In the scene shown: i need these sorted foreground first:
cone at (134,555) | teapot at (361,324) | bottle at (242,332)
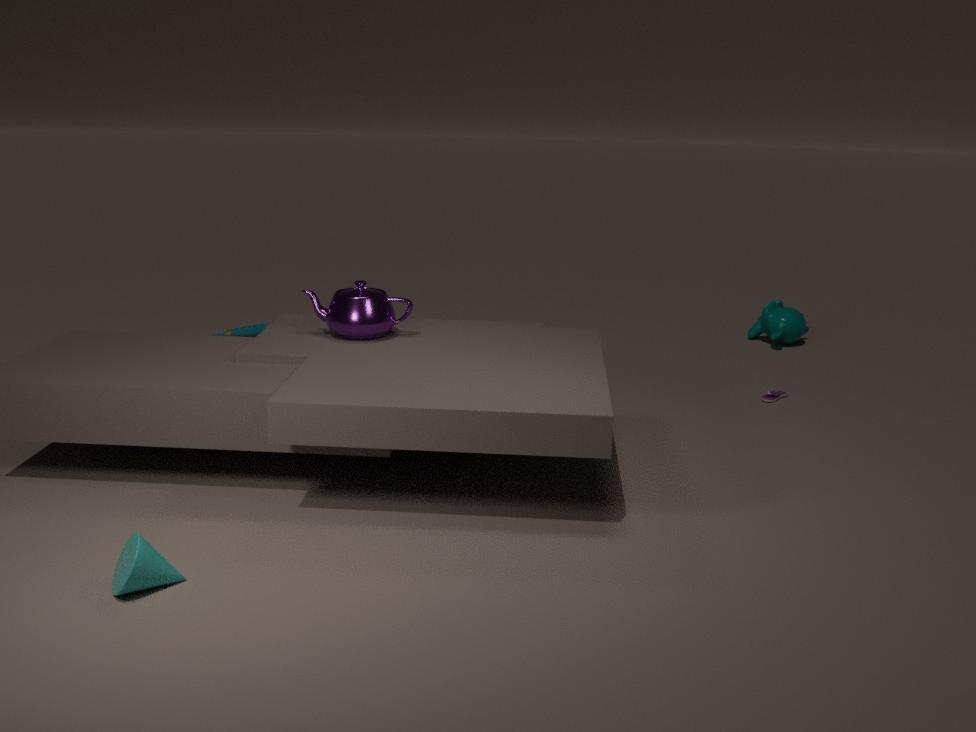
cone at (134,555), teapot at (361,324), bottle at (242,332)
